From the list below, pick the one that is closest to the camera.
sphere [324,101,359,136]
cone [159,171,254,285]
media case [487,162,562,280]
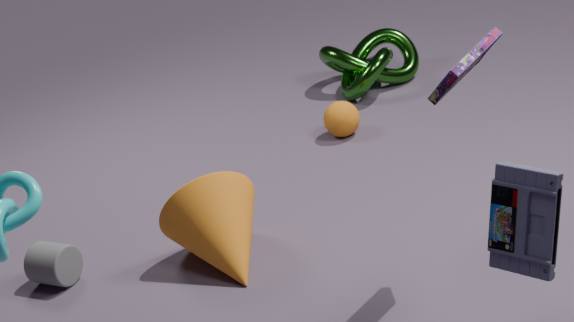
media case [487,162,562,280]
